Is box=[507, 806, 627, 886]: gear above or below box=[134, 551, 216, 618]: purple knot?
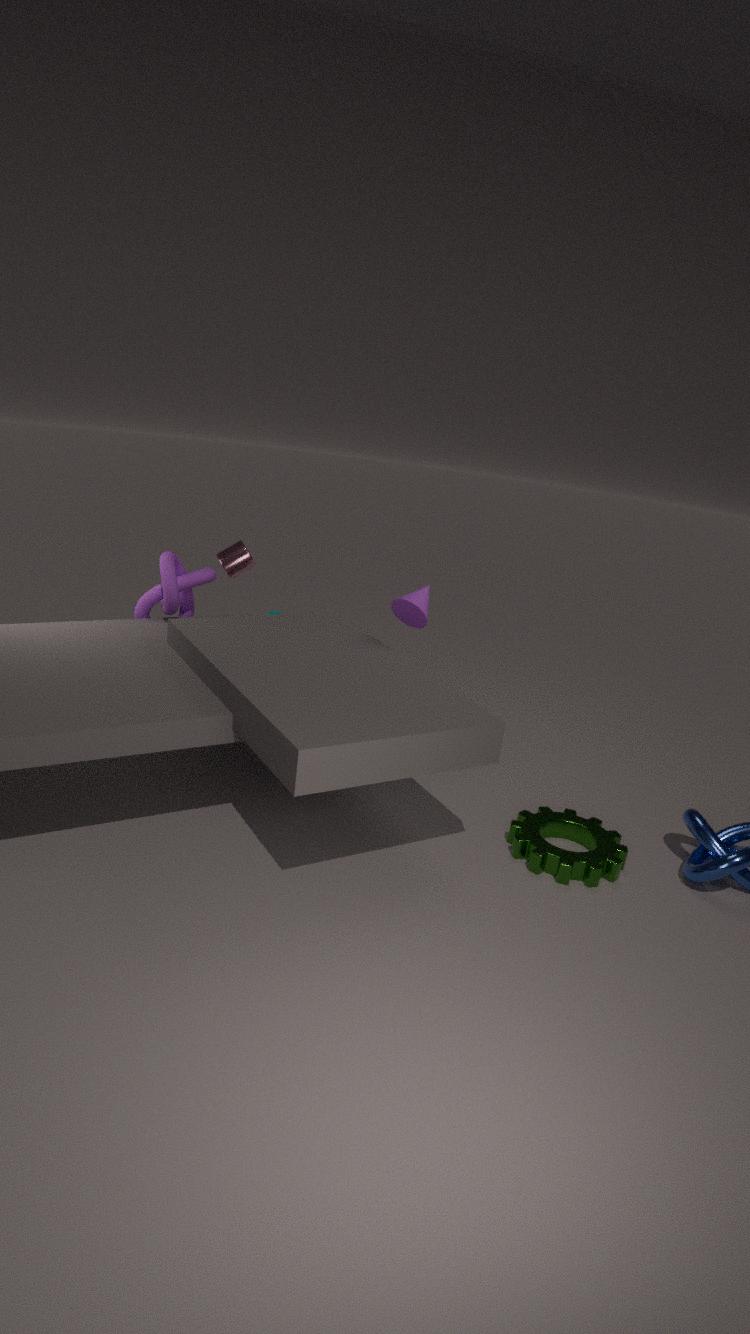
below
